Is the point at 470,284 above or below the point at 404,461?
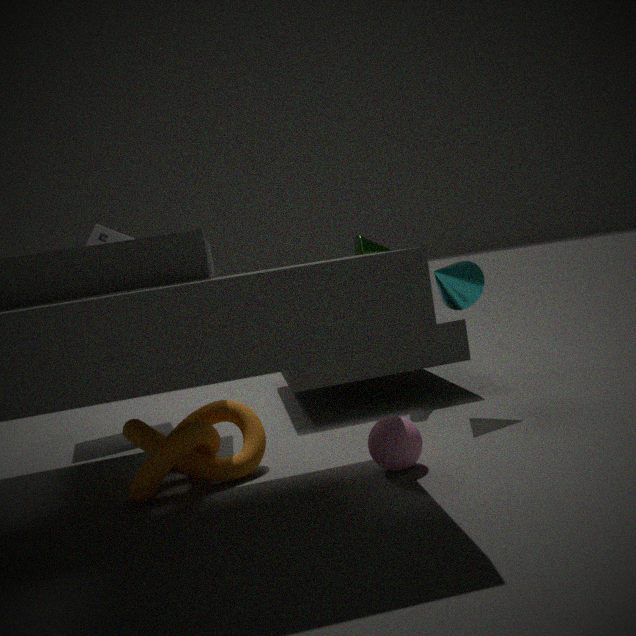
above
